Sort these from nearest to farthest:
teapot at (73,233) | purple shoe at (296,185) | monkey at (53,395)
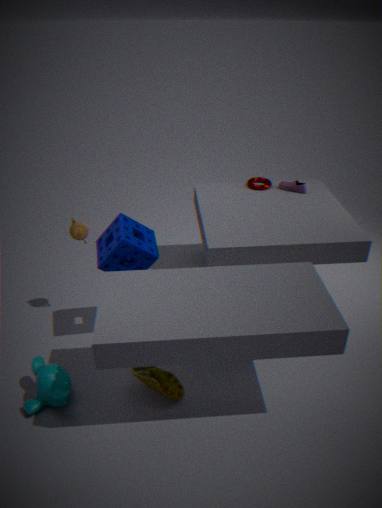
monkey at (53,395), teapot at (73,233), purple shoe at (296,185)
